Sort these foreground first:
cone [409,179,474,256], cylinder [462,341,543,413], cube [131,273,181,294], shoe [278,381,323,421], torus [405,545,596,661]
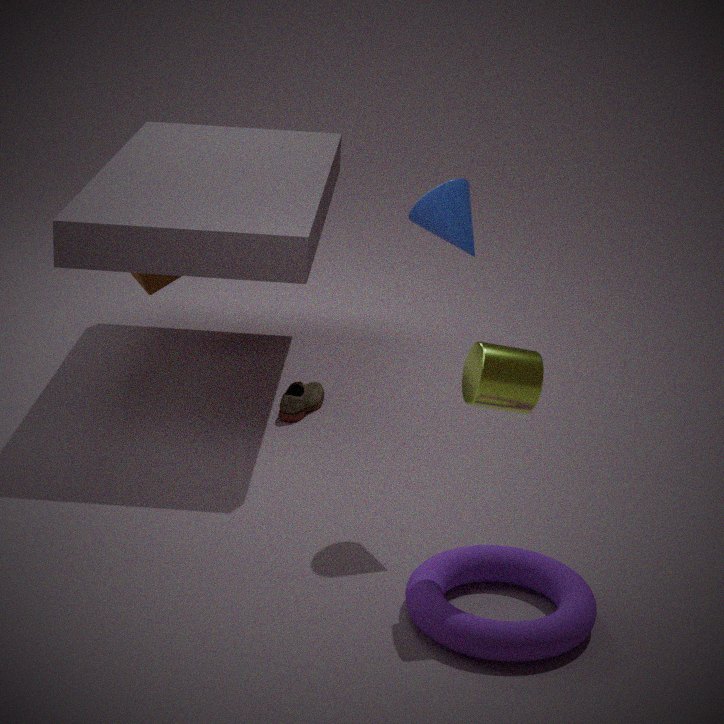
torus [405,545,596,661]
cylinder [462,341,543,413]
cone [409,179,474,256]
shoe [278,381,323,421]
cube [131,273,181,294]
